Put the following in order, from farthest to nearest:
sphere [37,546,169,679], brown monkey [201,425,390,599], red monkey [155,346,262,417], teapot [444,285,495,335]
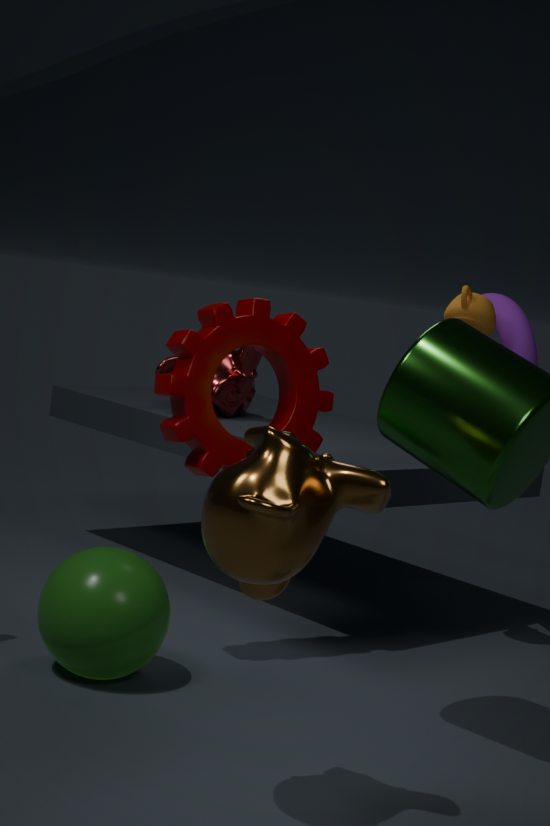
red monkey [155,346,262,417] < teapot [444,285,495,335] < sphere [37,546,169,679] < brown monkey [201,425,390,599]
